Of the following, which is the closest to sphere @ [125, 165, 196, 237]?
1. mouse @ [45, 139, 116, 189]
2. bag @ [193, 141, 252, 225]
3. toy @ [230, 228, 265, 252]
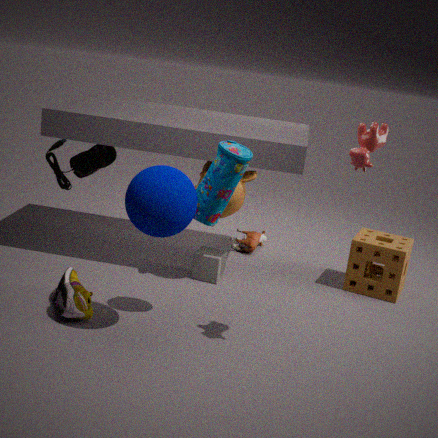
bag @ [193, 141, 252, 225]
